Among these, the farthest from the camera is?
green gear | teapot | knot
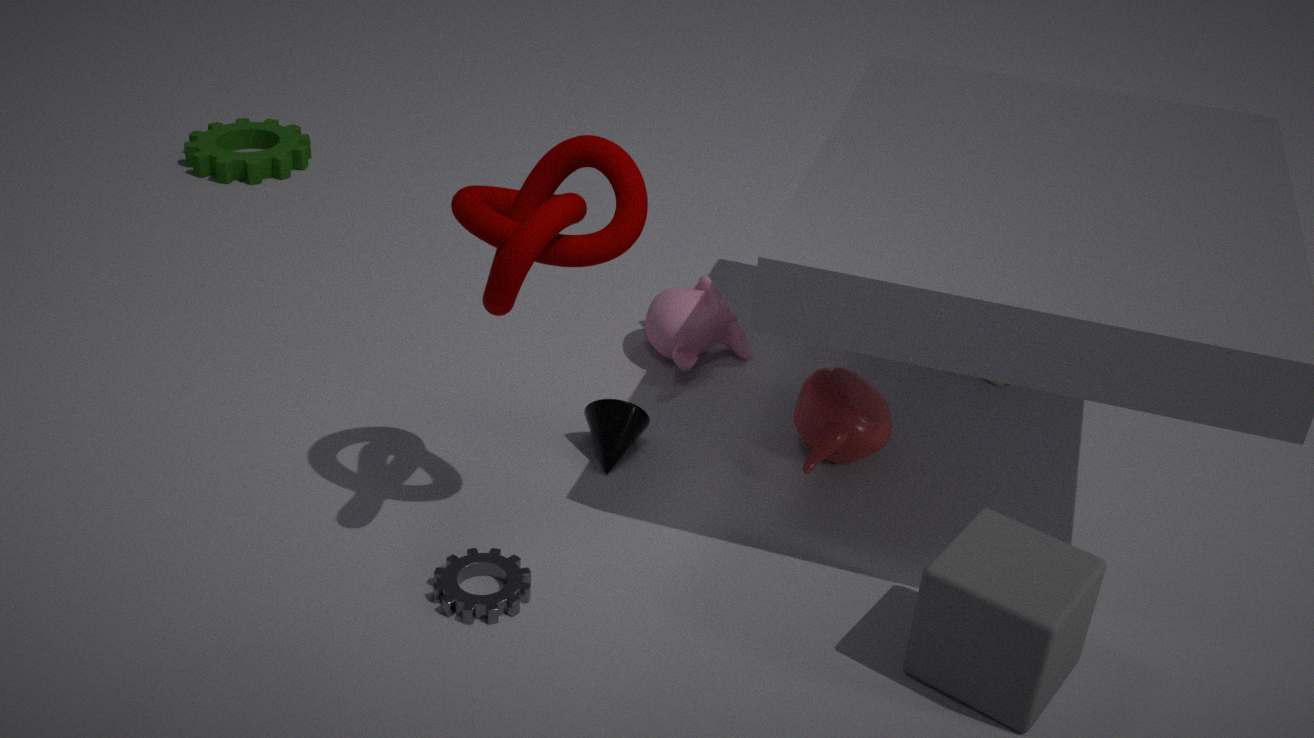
green gear
